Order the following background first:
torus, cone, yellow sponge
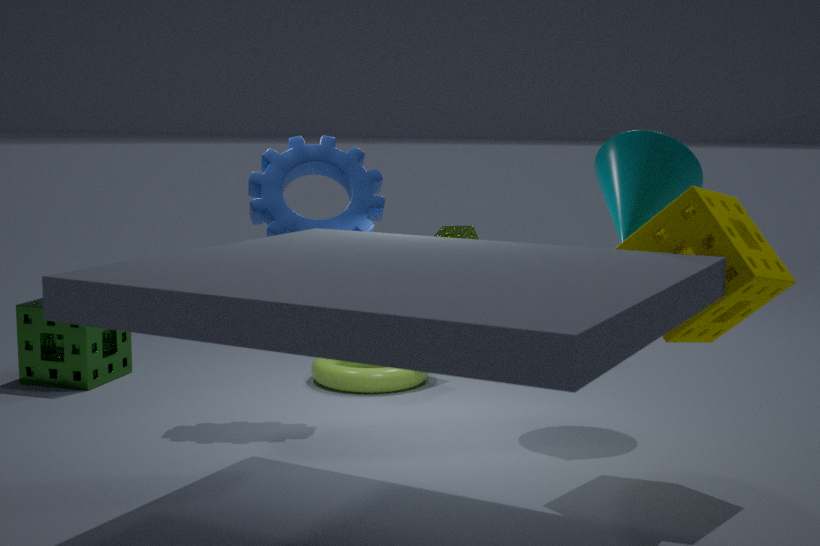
torus < cone < yellow sponge
